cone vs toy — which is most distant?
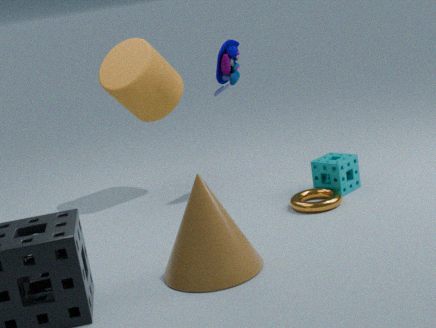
toy
